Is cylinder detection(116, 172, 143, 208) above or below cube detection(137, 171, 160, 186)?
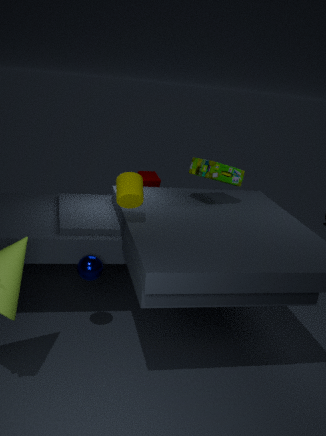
above
